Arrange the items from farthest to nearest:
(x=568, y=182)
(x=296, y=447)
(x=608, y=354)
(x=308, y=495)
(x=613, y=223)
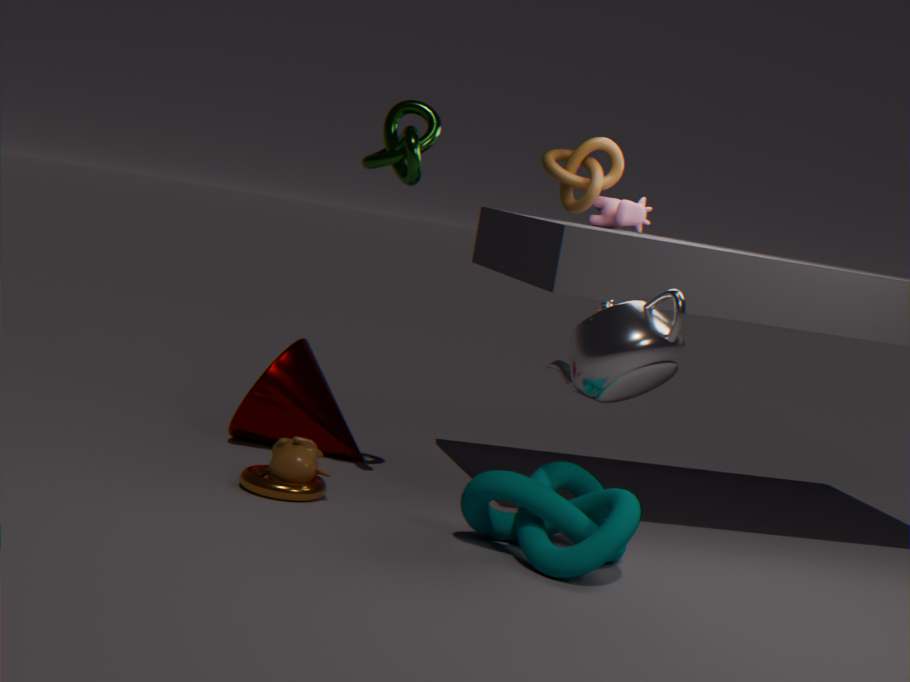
(x=613, y=223), (x=568, y=182), (x=296, y=447), (x=308, y=495), (x=608, y=354)
